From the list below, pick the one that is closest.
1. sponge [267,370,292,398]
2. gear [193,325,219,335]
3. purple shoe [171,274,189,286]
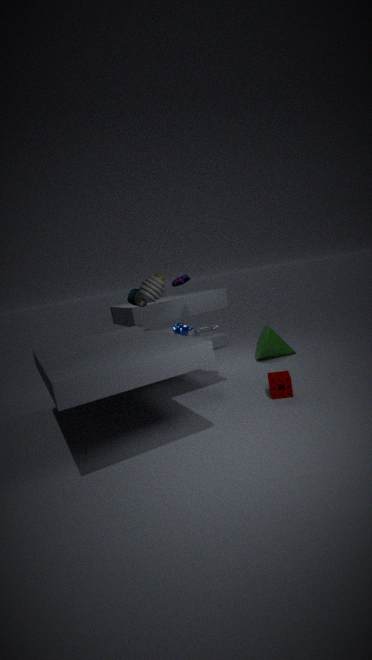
sponge [267,370,292,398]
